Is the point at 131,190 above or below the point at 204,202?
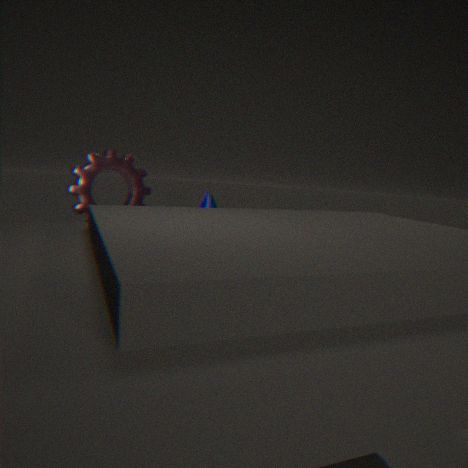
above
